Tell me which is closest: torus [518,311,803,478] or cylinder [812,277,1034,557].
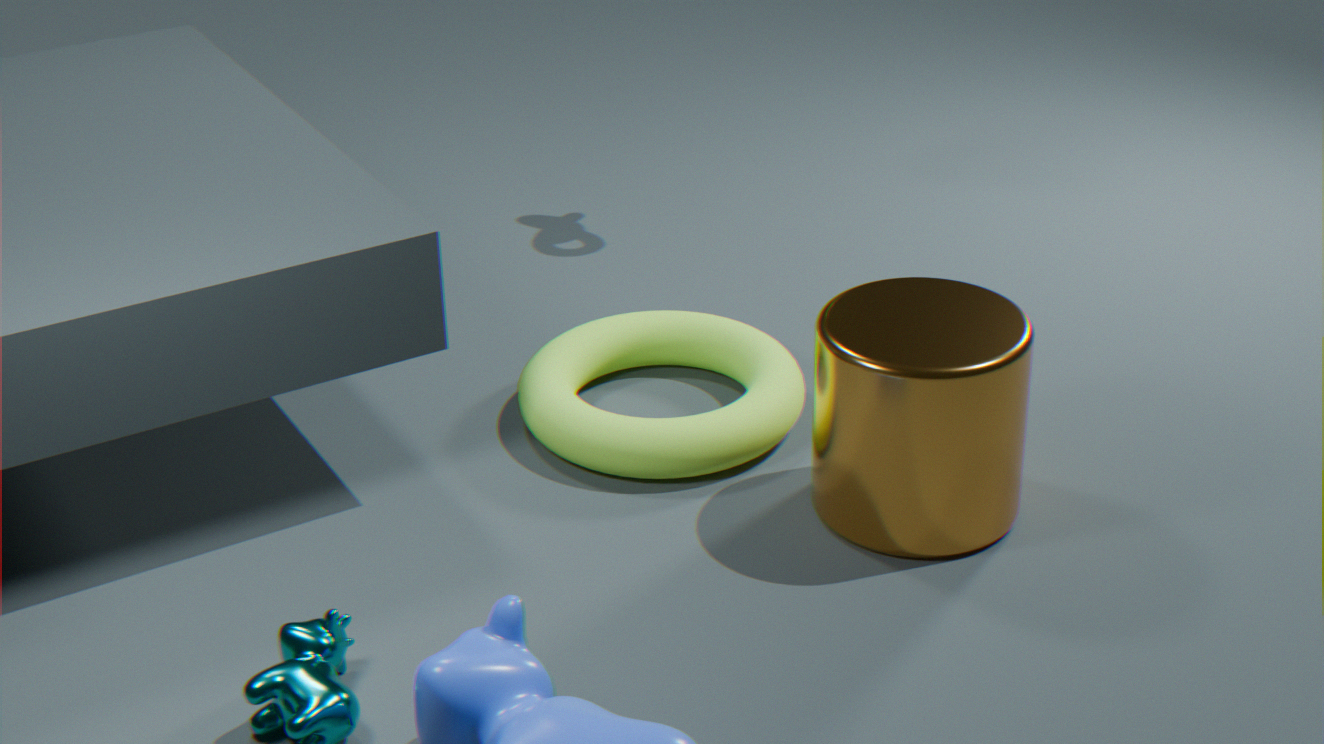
cylinder [812,277,1034,557]
